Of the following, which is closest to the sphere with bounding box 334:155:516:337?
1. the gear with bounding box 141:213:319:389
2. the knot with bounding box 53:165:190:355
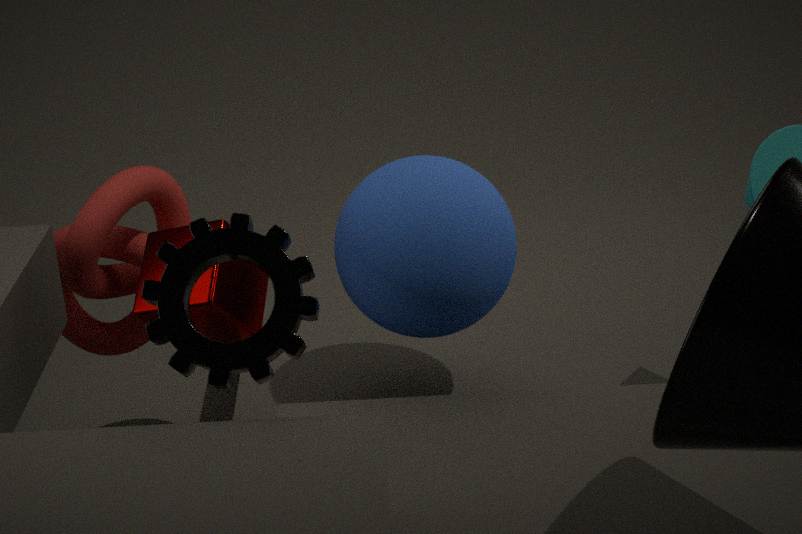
the gear with bounding box 141:213:319:389
